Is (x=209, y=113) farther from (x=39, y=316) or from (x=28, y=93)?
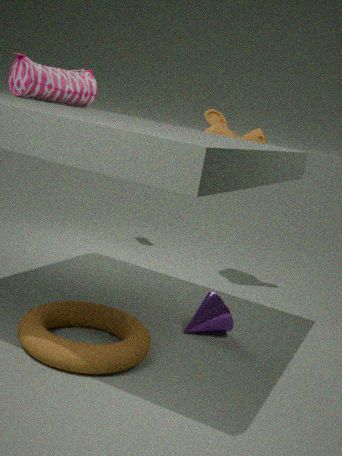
(x=39, y=316)
